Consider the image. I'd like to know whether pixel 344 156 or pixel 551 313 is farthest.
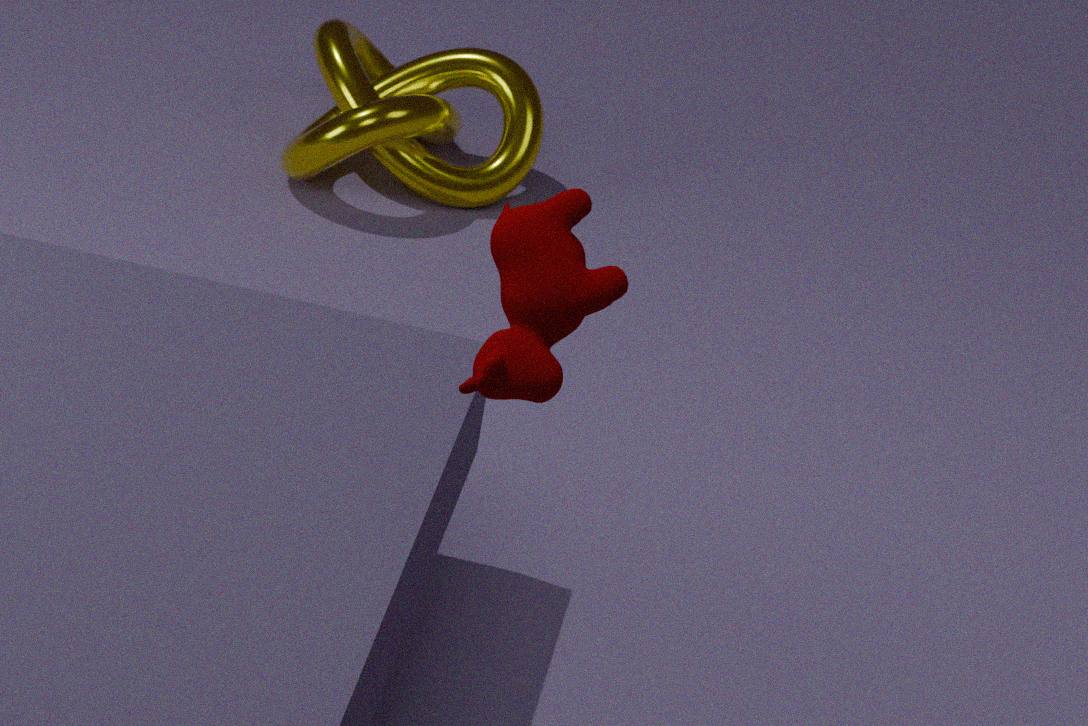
pixel 344 156
